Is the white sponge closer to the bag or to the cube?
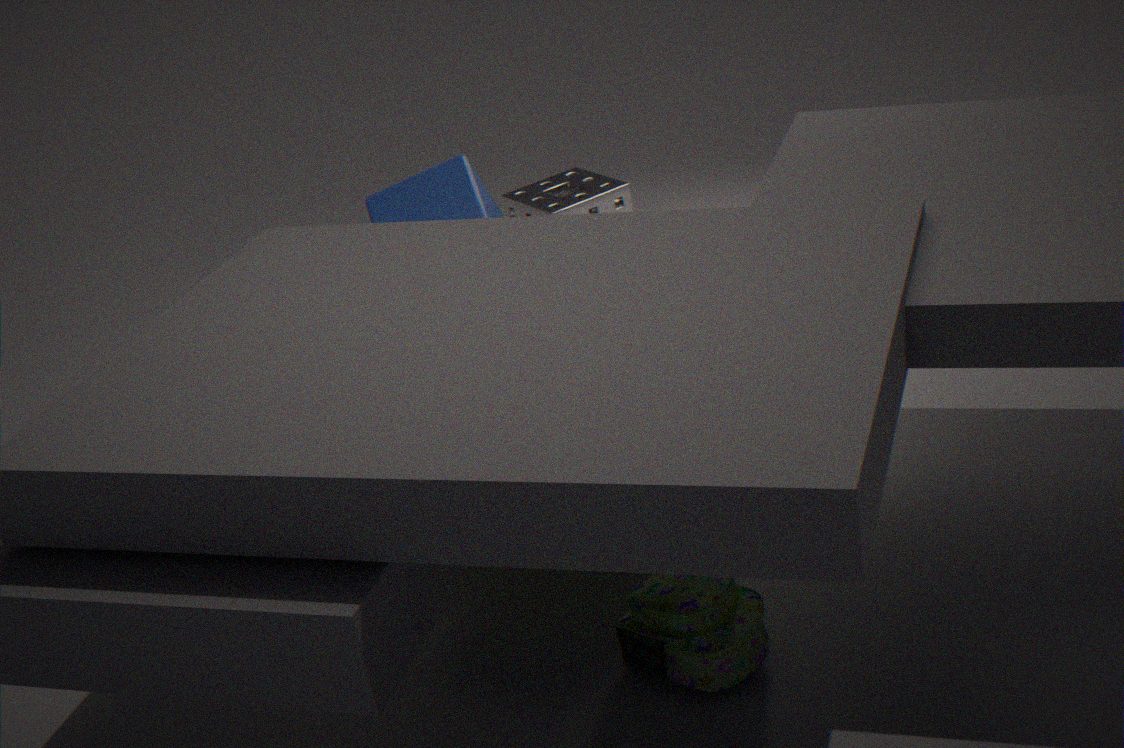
the cube
